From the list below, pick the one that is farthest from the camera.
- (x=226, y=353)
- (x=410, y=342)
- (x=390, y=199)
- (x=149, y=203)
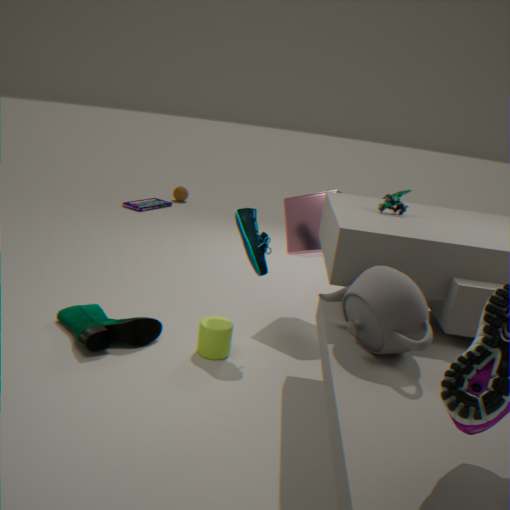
(x=149, y=203)
